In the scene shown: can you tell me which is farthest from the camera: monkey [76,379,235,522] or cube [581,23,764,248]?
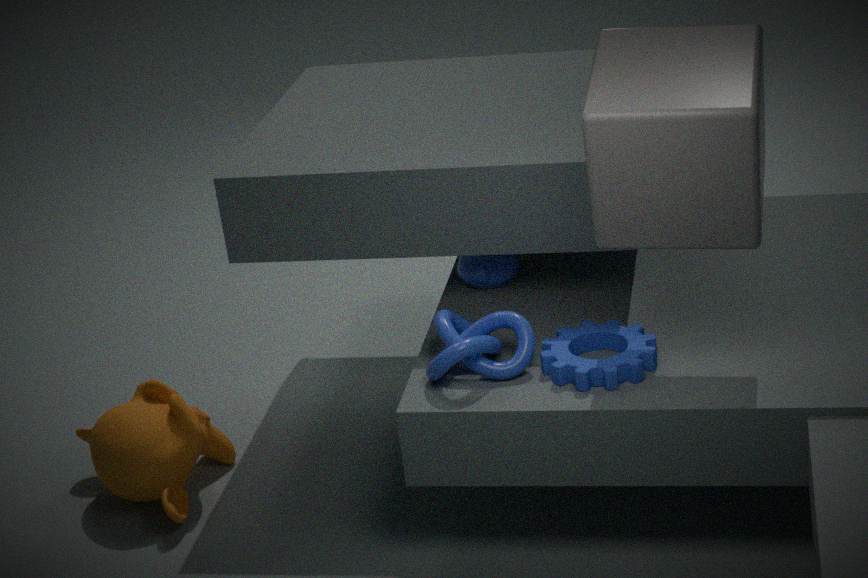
monkey [76,379,235,522]
